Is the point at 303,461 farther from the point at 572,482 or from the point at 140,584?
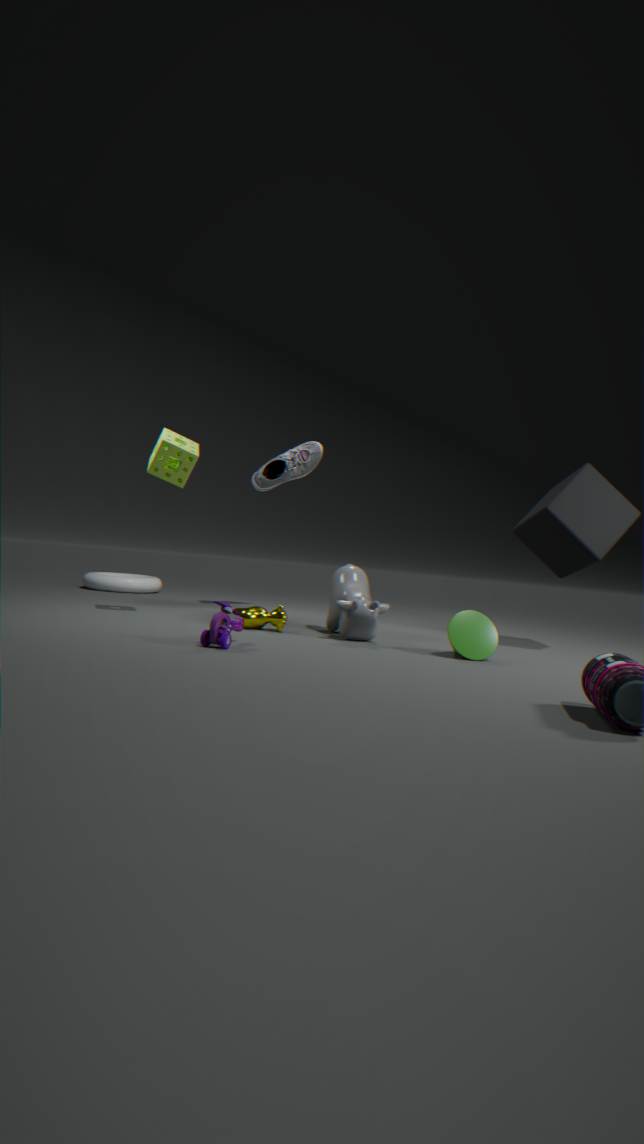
the point at 572,482
